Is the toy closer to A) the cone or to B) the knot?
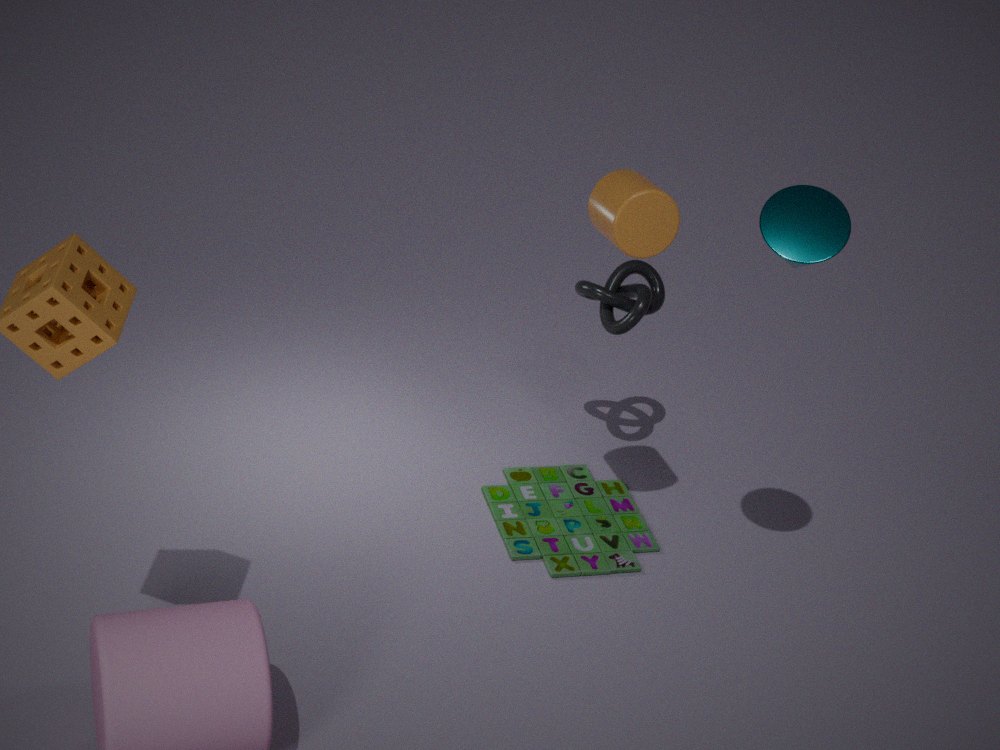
B) the knot
